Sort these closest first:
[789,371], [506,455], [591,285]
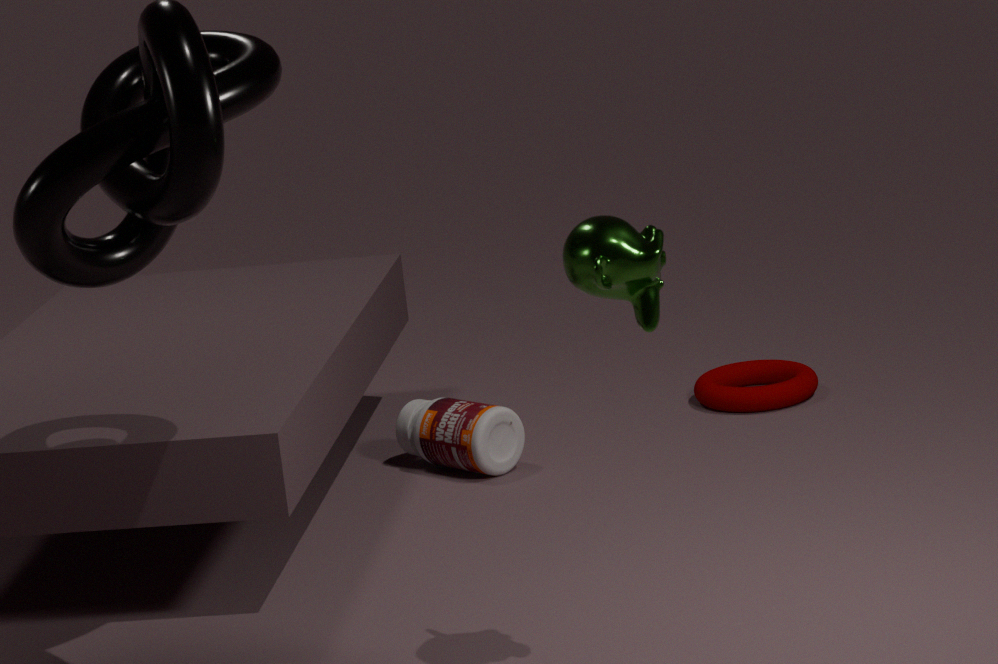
[591,285] < [506,455] < [789,371]
